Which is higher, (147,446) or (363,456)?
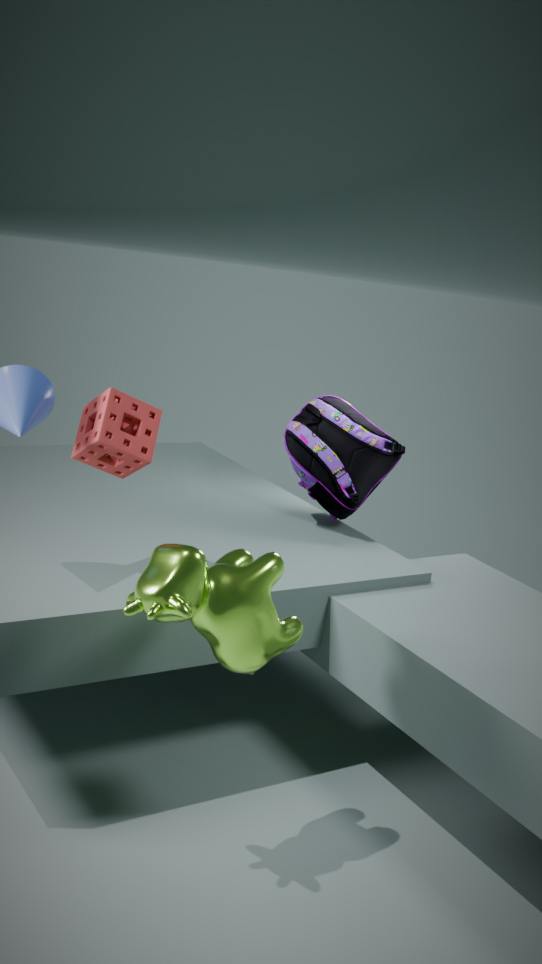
(147,446)
